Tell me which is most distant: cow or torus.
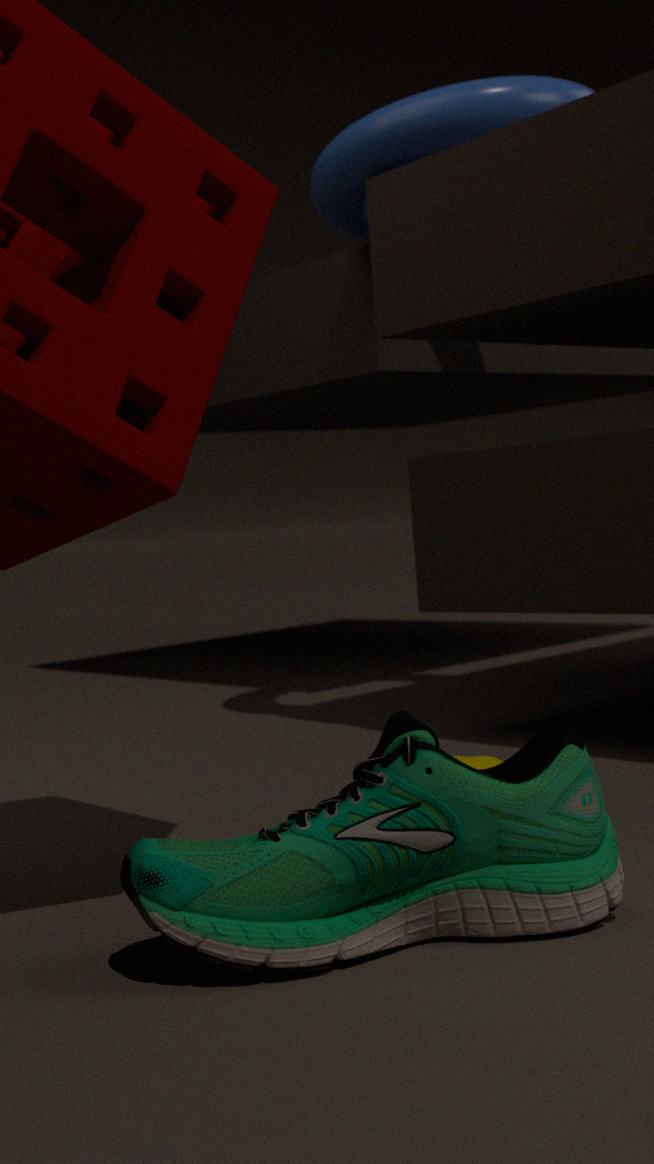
torus
